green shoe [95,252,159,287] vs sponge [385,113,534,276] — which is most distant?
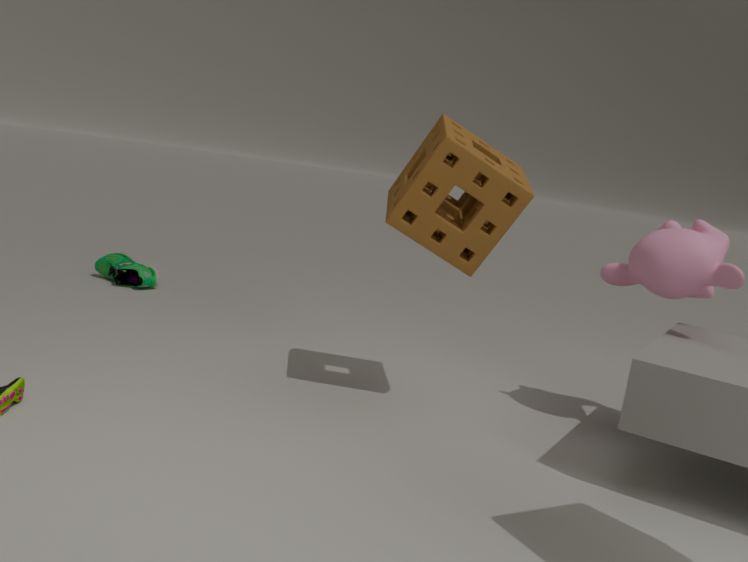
green shoe [95,252,159,287]
